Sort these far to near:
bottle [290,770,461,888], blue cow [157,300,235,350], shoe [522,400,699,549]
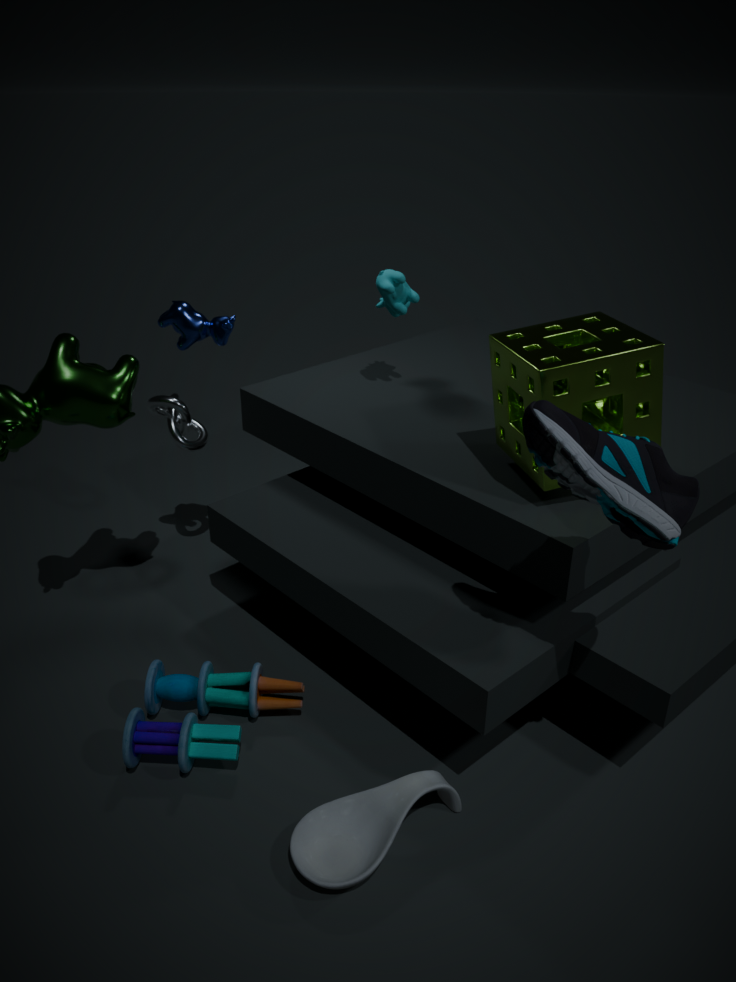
blue cow [157,300,235,350] < bottle [290,770,461,888] < shoe [522,400,699,549]
